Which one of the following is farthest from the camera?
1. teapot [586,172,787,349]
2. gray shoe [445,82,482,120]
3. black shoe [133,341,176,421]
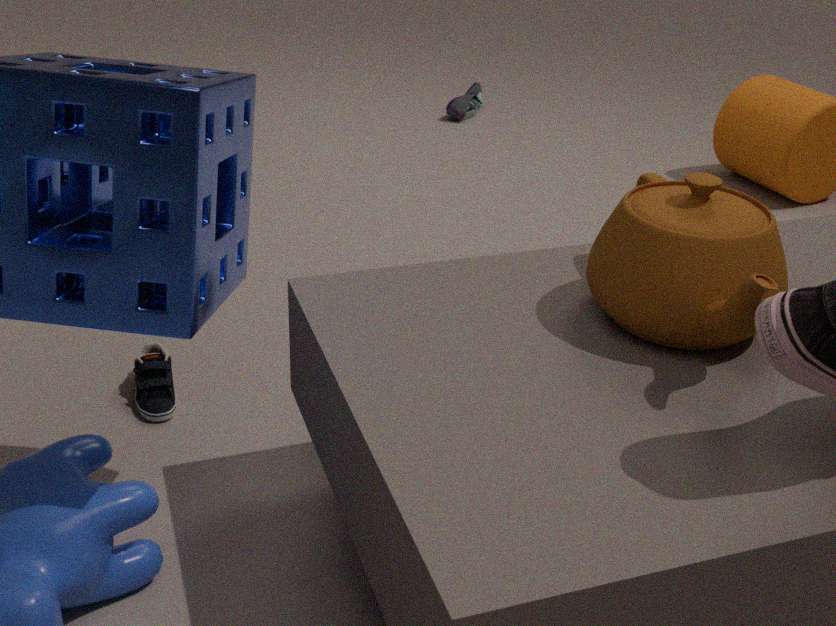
gray shoe [445,82,482,120]
